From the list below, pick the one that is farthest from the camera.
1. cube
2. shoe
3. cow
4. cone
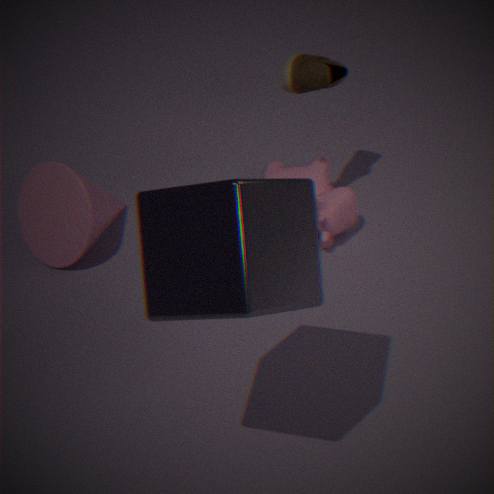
cone
